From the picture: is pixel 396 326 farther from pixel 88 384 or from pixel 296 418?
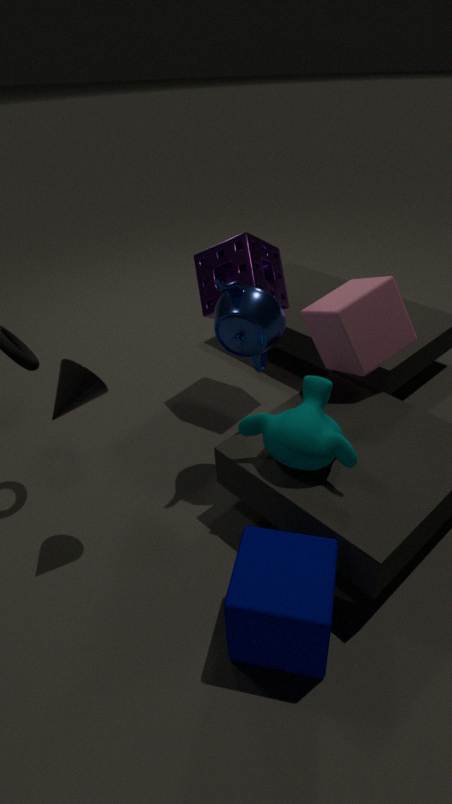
pixel 88 384
